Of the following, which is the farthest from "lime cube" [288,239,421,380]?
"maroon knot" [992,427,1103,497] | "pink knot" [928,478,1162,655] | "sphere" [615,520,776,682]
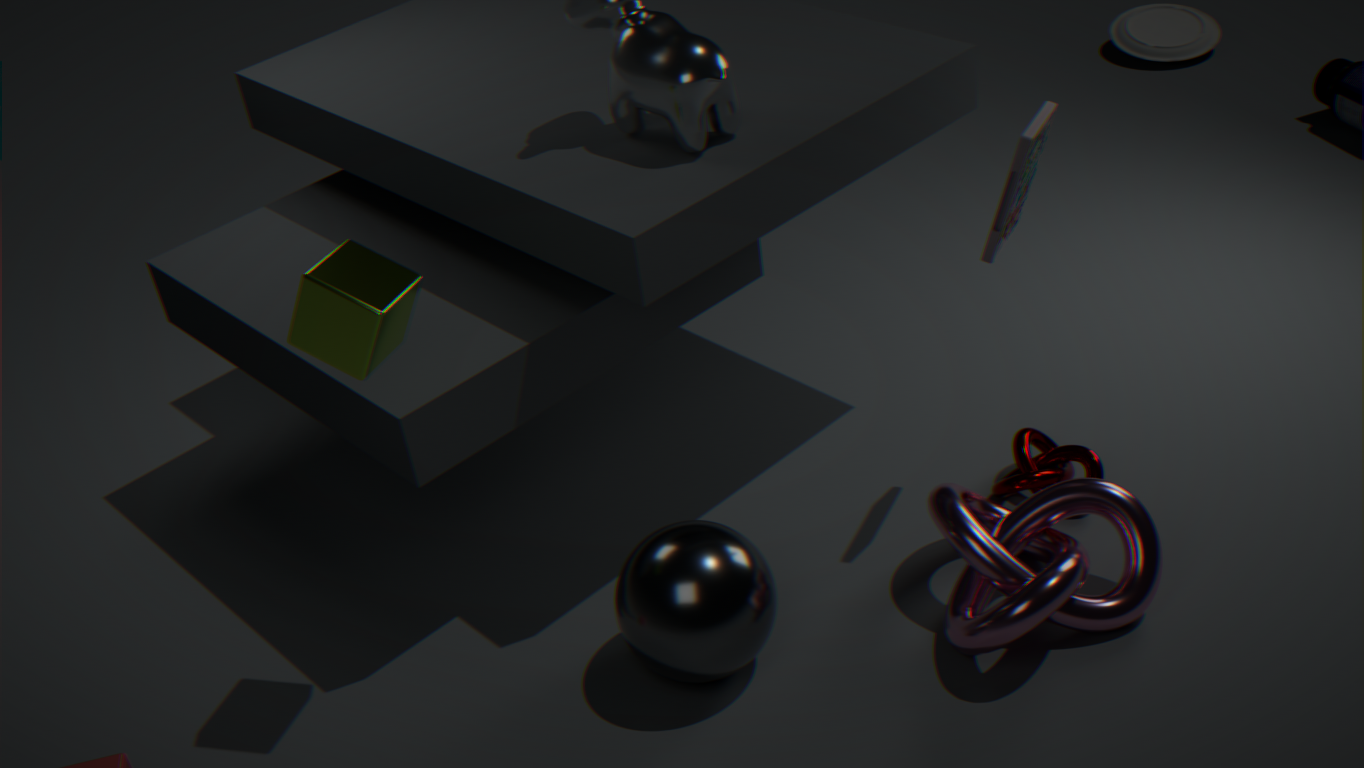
"maroon knot" [992,427,1103,497]
